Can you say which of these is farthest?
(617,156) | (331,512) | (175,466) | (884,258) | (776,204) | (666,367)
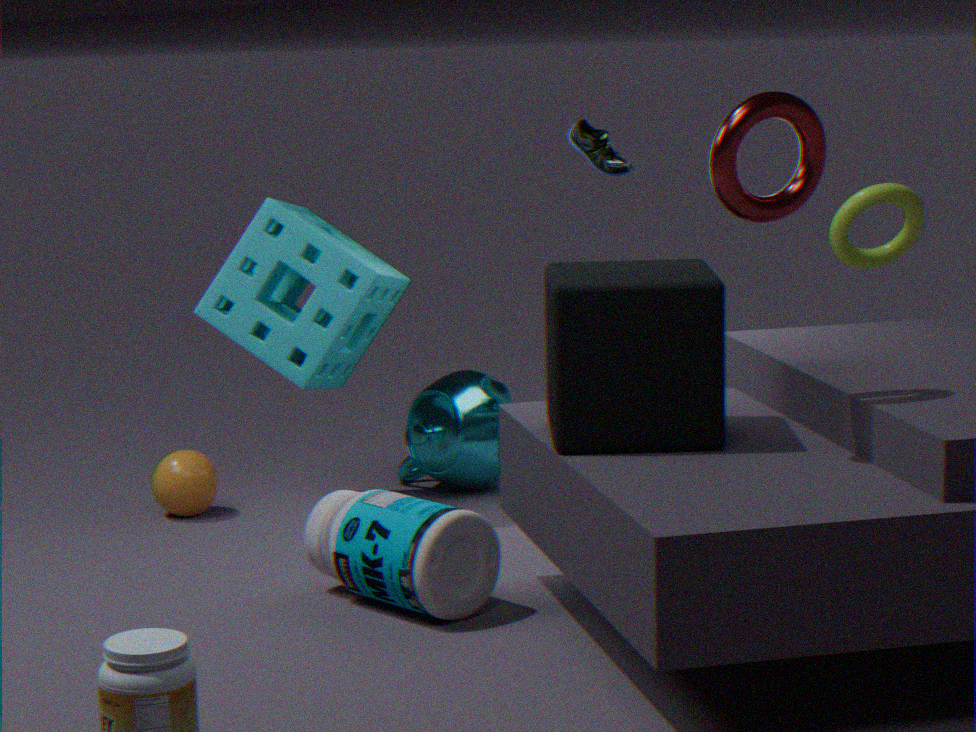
(884,258)
